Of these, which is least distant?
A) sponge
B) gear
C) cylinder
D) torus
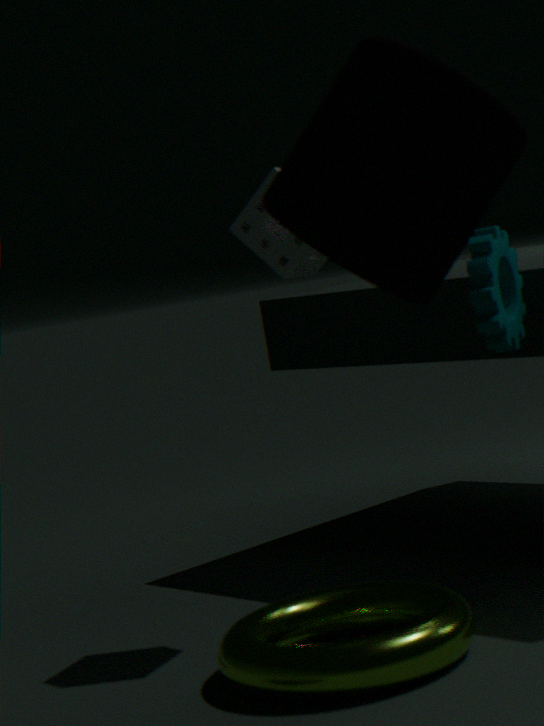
cylinder
